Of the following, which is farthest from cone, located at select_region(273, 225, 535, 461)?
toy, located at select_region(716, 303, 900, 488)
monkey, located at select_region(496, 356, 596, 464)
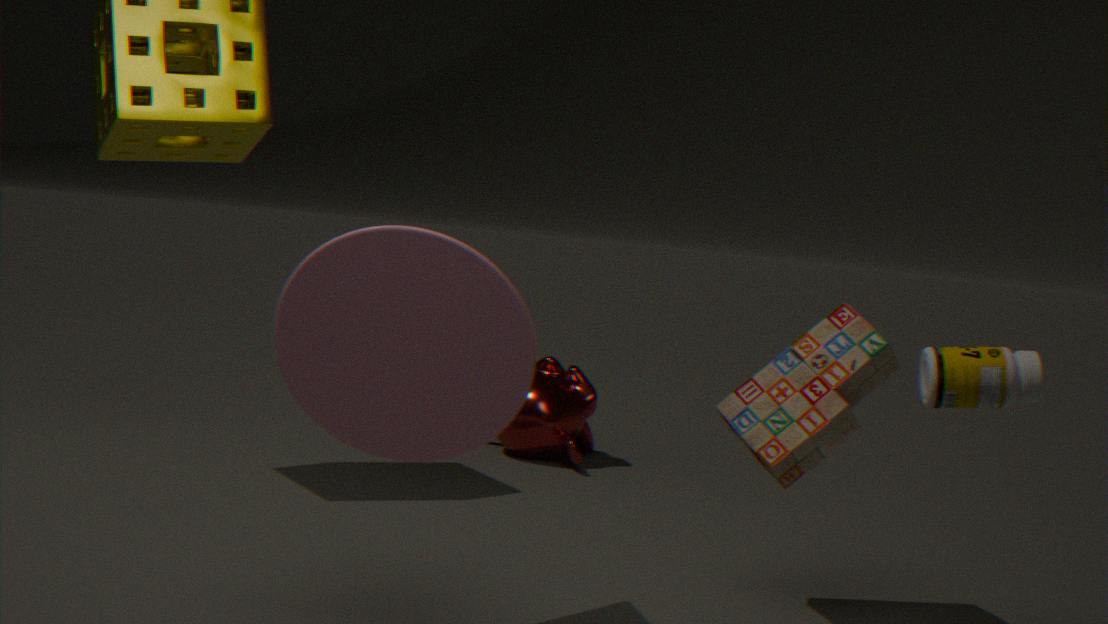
monkey, located at select_region(496, 356, 596, 464)
